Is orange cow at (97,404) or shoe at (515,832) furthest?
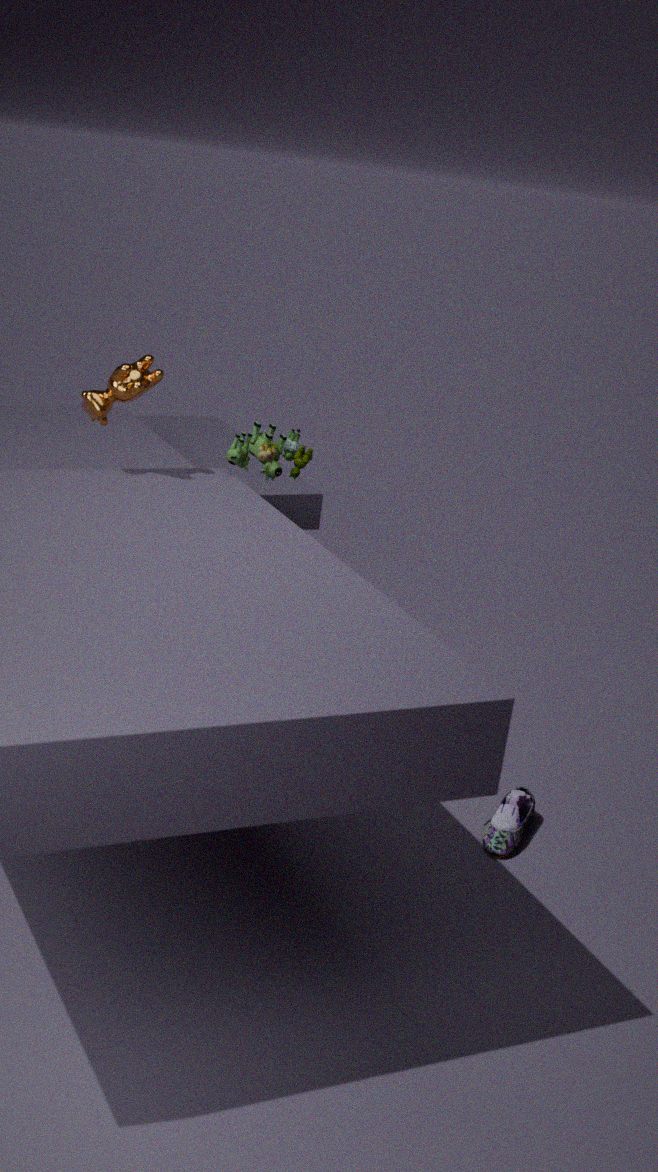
shoe at (515,832)
